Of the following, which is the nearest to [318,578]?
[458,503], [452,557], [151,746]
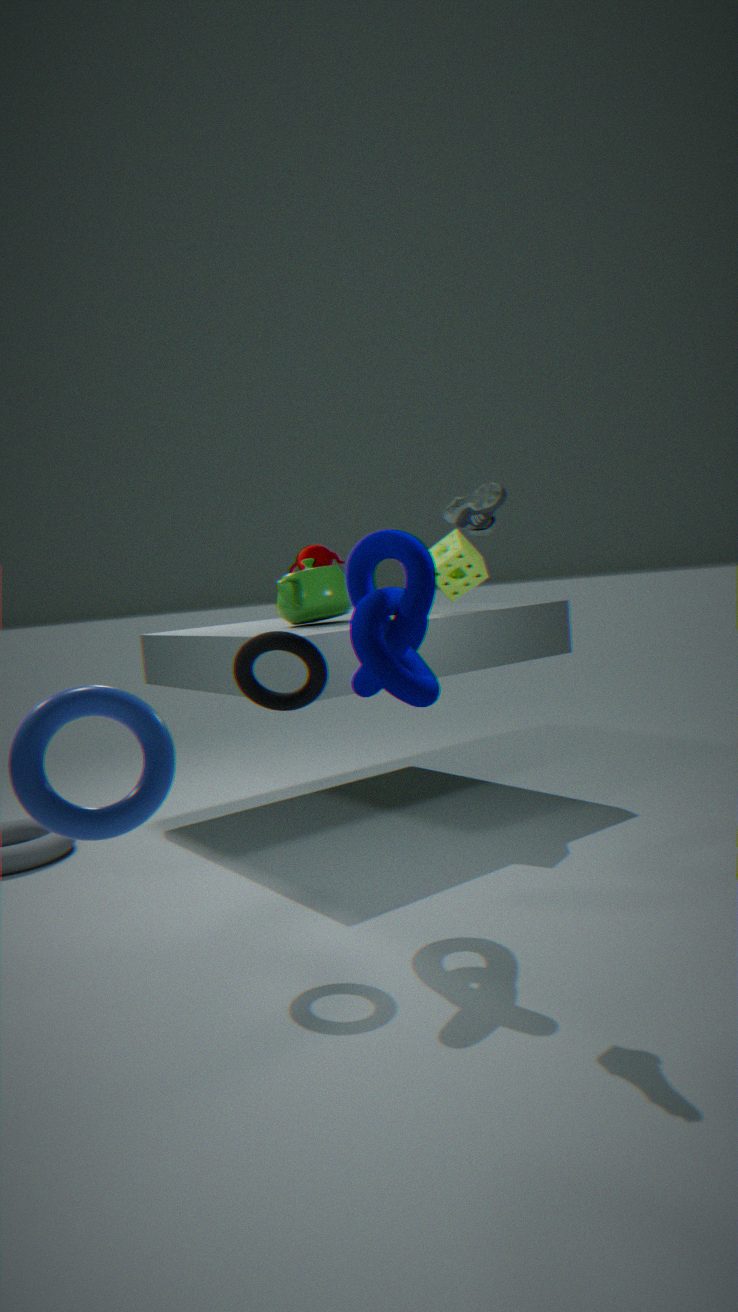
[452,557]
